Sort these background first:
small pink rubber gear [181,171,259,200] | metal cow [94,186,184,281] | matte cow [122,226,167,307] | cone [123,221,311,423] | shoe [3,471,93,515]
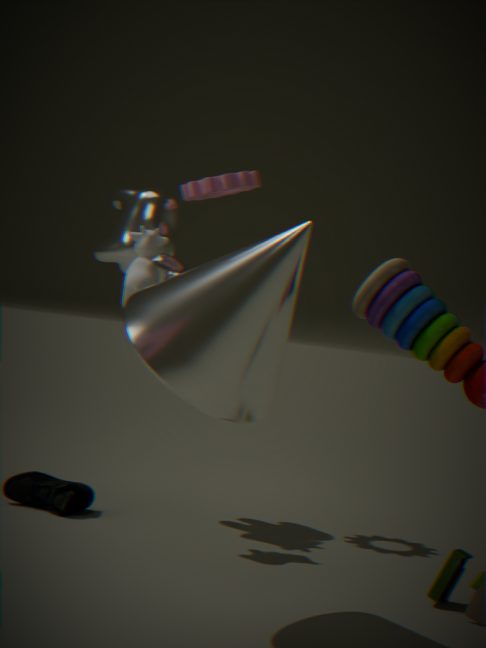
small pink rubber gear [181,171,259,200]
metal cow [94,186,184,281]
shoe [3,471,93,515]
matte cow [122,226,167,307]
cone [123,221,311,423]
